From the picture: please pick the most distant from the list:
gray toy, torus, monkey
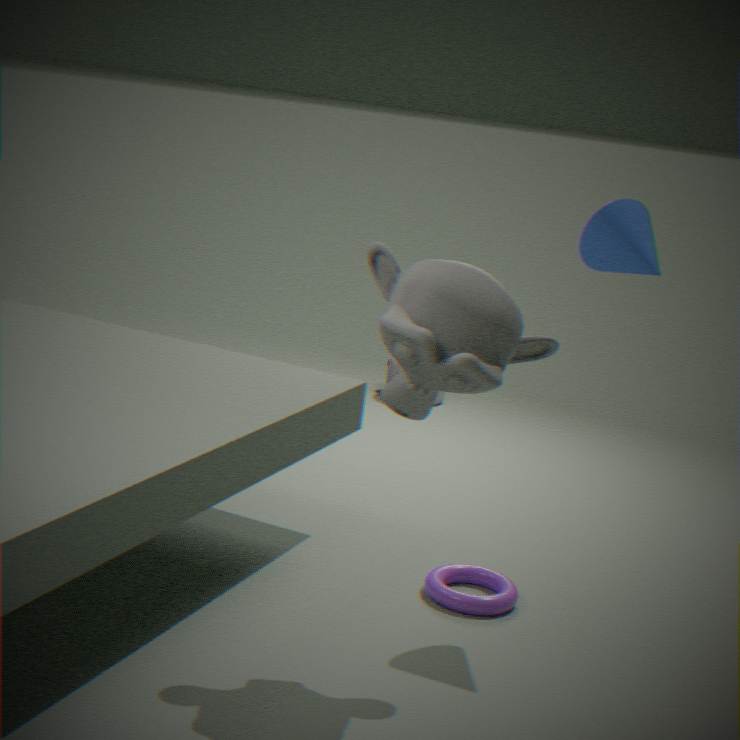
gray toy
